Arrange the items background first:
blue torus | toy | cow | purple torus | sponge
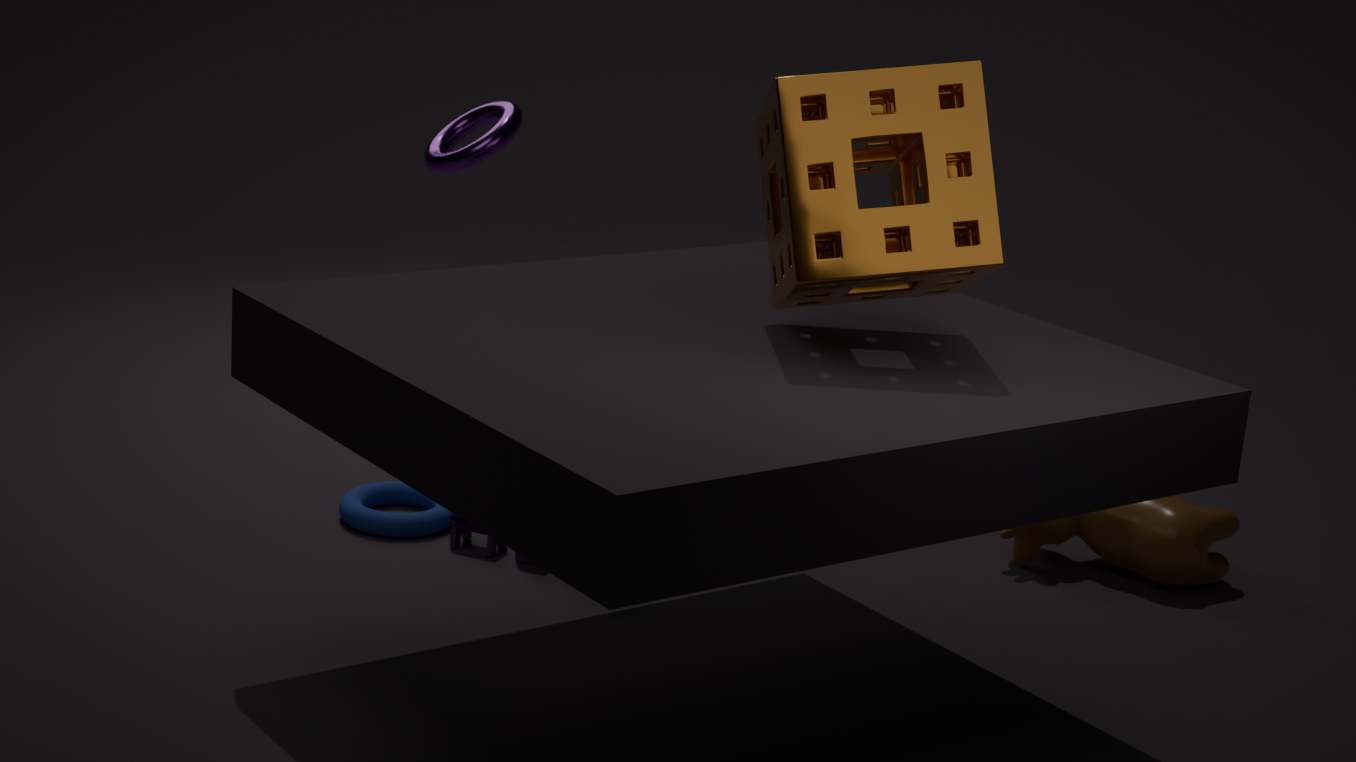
purple torus
blue torus
cow
toy
sponge
